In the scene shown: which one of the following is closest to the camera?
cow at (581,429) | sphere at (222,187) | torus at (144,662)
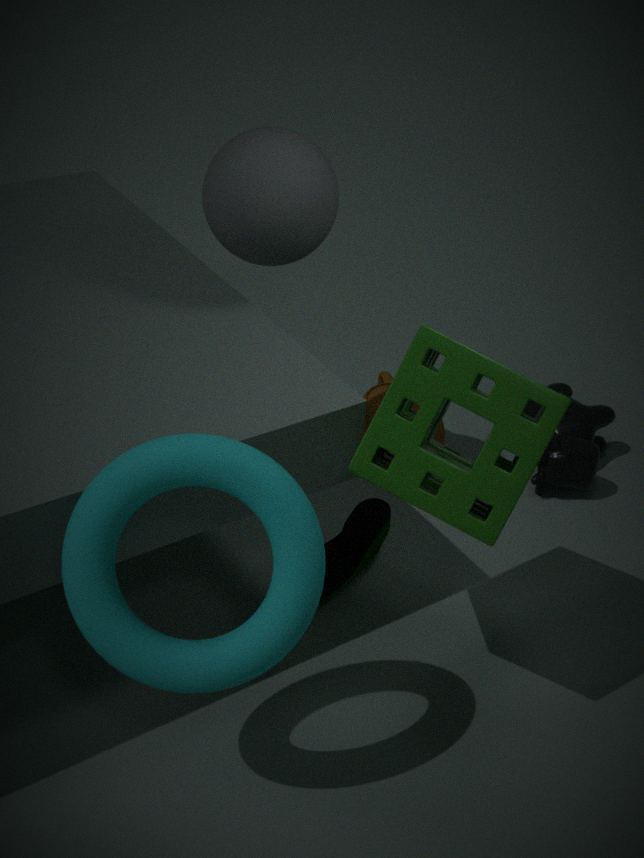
torus at (144,662)
